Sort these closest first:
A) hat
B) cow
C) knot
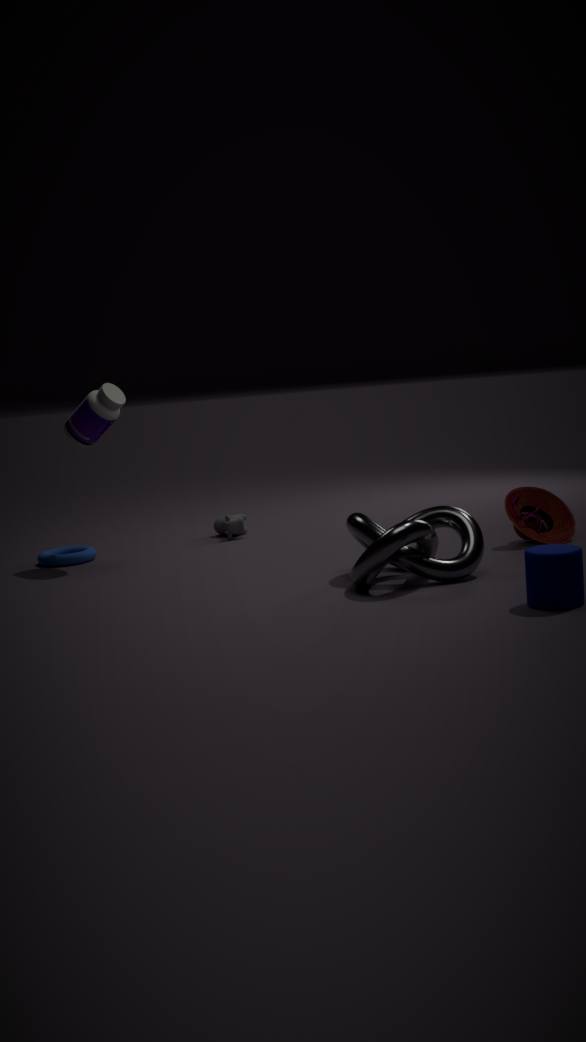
knot < hat < cow
